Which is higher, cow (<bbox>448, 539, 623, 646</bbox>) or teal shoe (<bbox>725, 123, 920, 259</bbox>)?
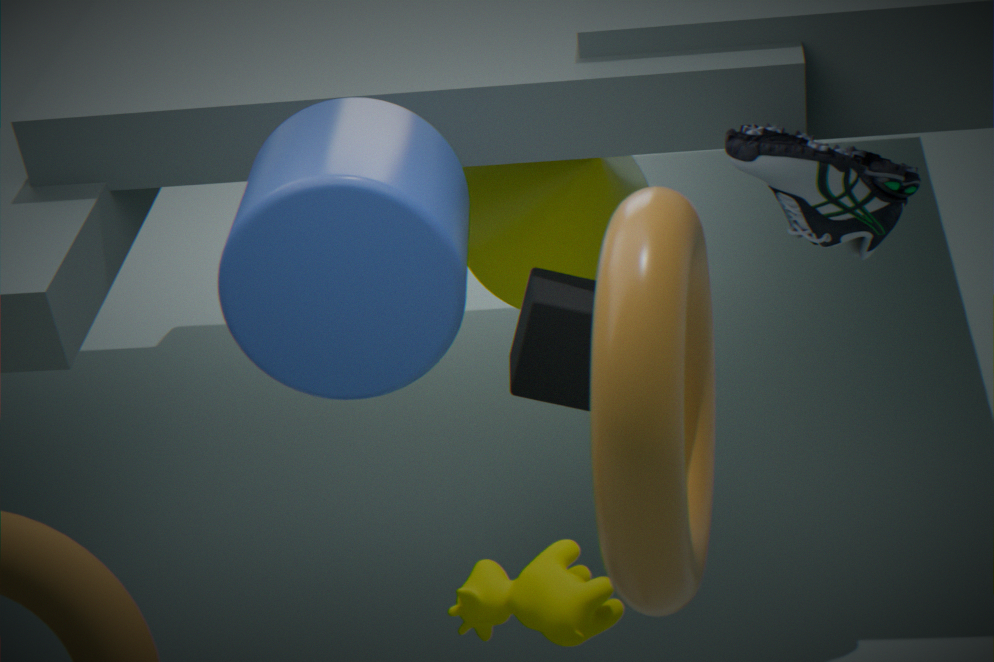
teal shoe (<bbox>725, 123, 920, 259</bbox>)
